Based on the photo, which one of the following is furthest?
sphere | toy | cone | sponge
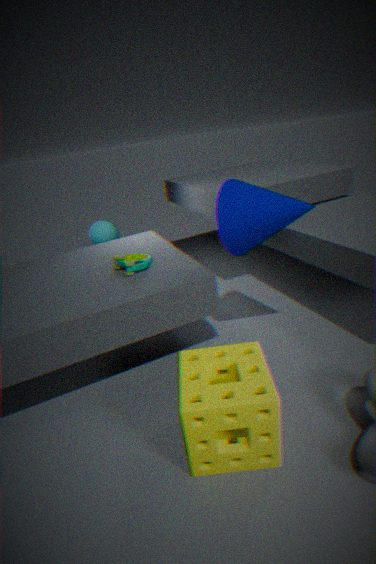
sphere
